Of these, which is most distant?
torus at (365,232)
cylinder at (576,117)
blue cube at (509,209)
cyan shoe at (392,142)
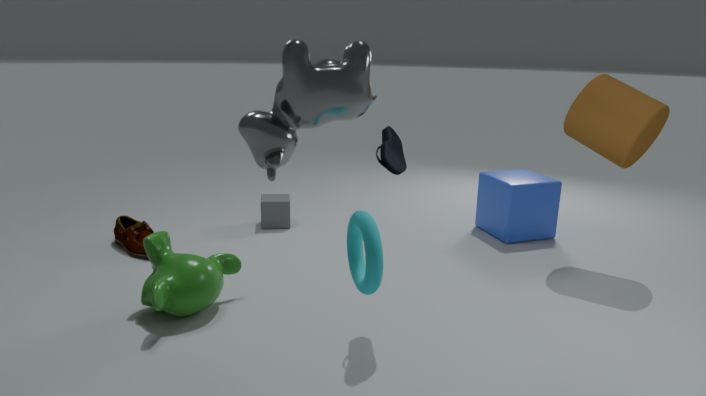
blue cube at (509,209)
